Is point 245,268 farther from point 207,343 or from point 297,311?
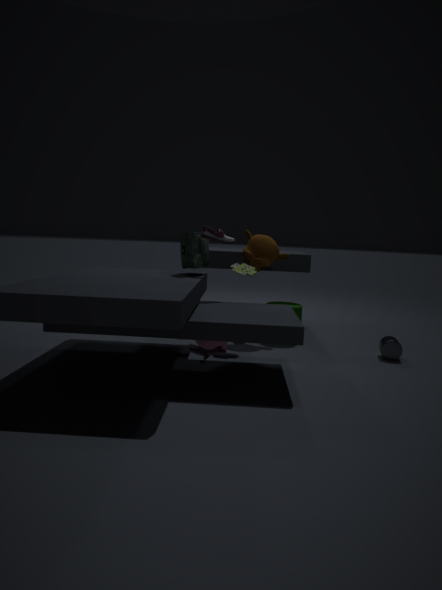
point 297,311
